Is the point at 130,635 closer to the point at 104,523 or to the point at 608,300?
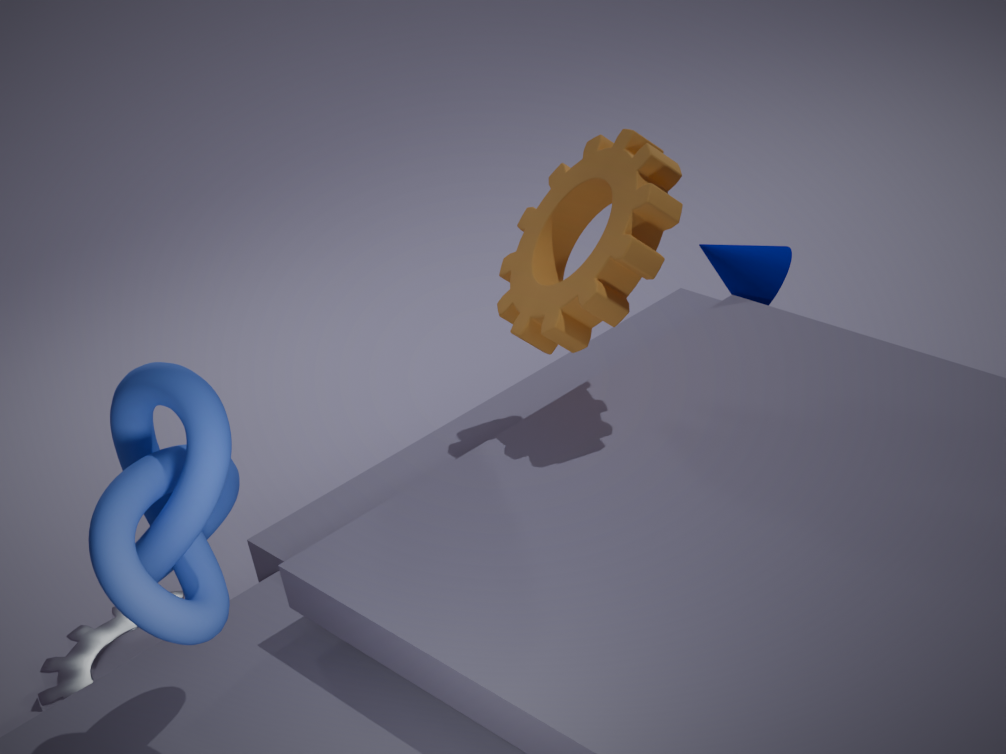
the point at 104,523
